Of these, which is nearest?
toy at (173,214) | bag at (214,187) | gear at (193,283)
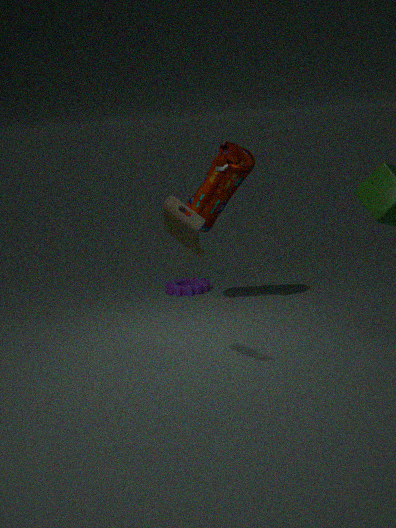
toy at (173,214)
